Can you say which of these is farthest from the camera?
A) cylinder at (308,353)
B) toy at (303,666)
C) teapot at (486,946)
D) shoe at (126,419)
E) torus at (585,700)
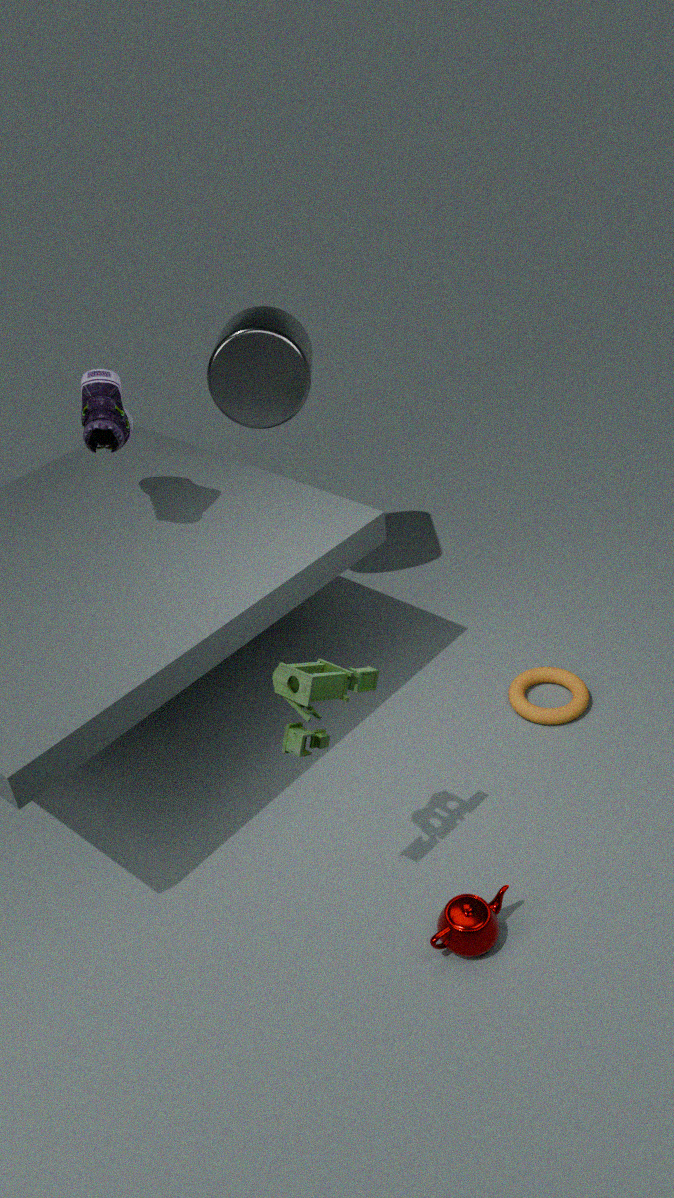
cylinder at (308,353)
